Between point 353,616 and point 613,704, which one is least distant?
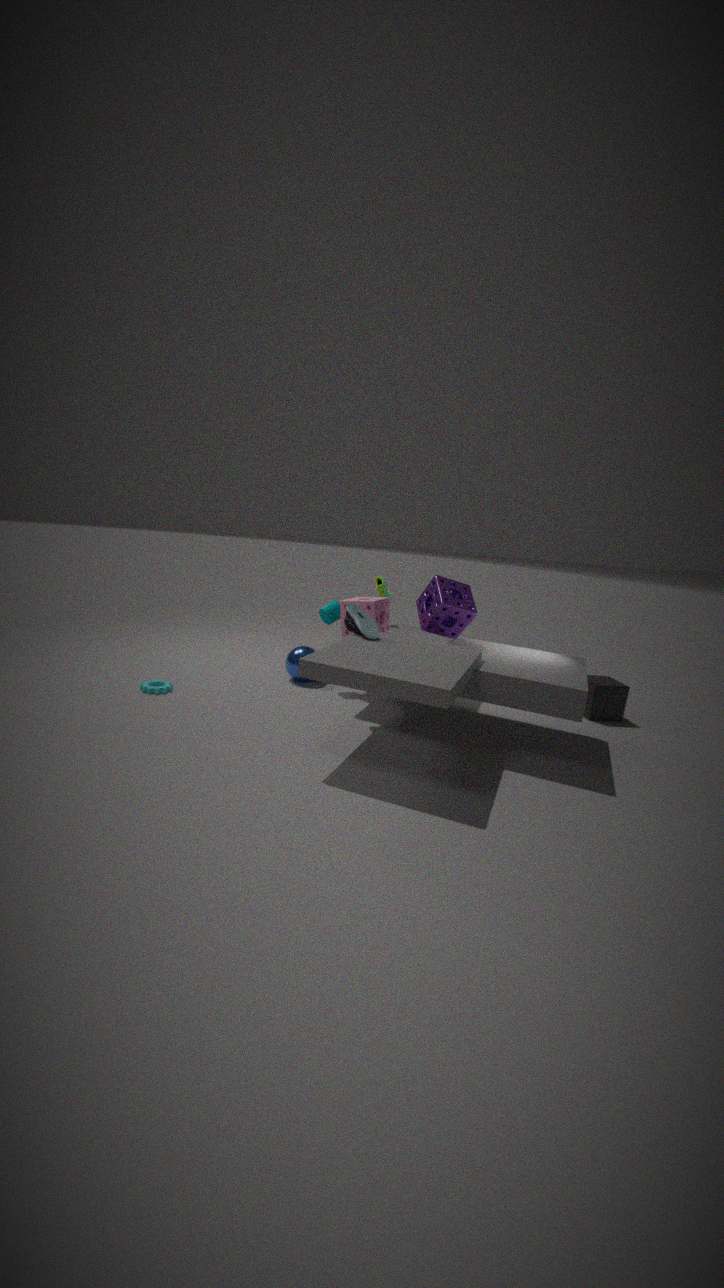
point 353,616
